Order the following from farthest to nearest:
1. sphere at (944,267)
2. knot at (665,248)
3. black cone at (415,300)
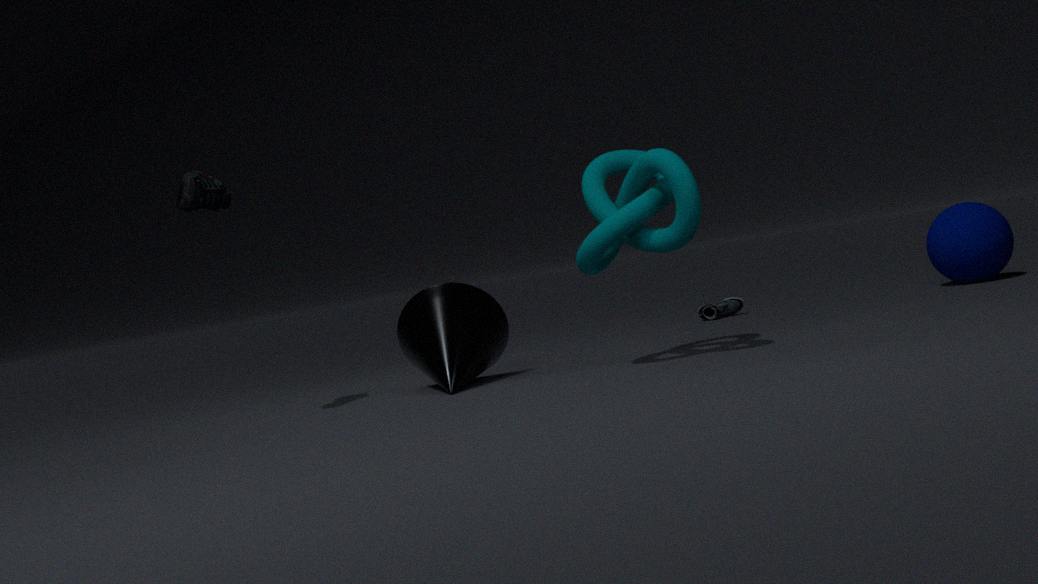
sphere at (944,267) < black cone at (415,300) < knot at (665,248)
